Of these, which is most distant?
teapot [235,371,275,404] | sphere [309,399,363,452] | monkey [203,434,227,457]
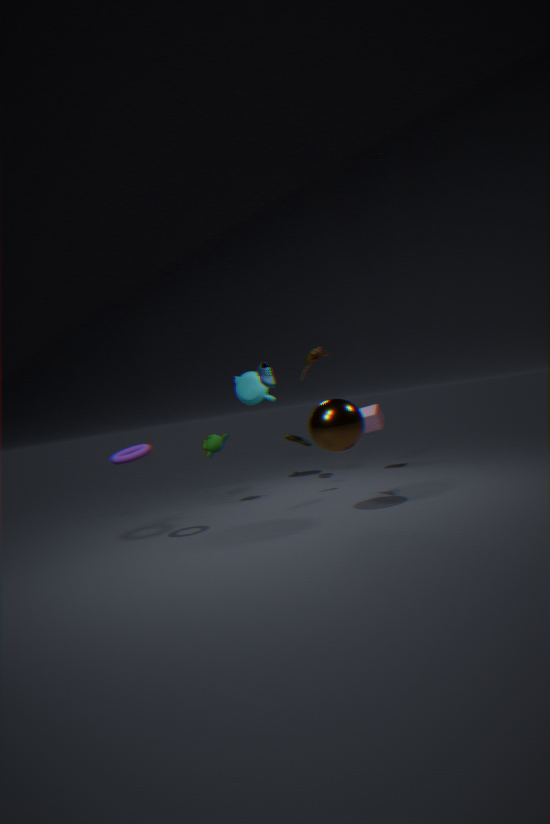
teapot [235,371,275,404]
